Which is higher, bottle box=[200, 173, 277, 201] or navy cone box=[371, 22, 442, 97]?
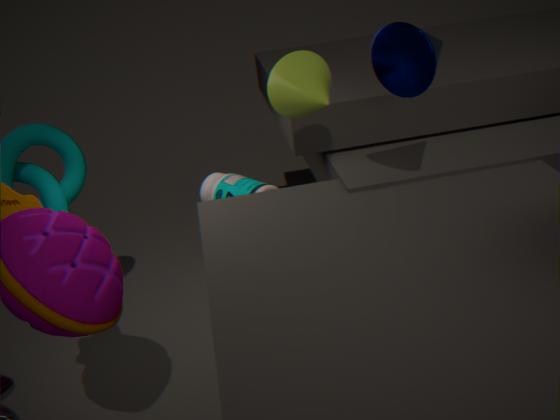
navy cone box=[371, 22, 442, 97]
